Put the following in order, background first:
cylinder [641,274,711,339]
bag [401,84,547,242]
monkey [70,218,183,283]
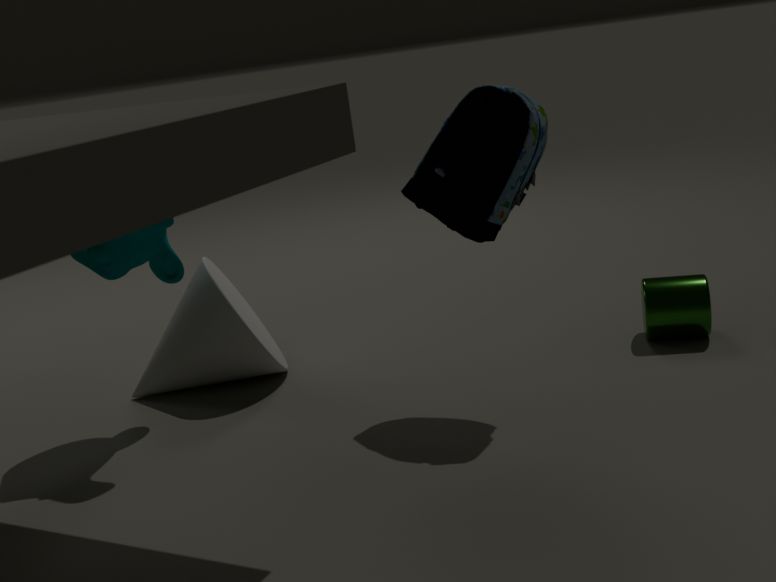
cylinder [641,274,711,339] → monkey [70,218,183,283] → bag [401,84,547,242]
